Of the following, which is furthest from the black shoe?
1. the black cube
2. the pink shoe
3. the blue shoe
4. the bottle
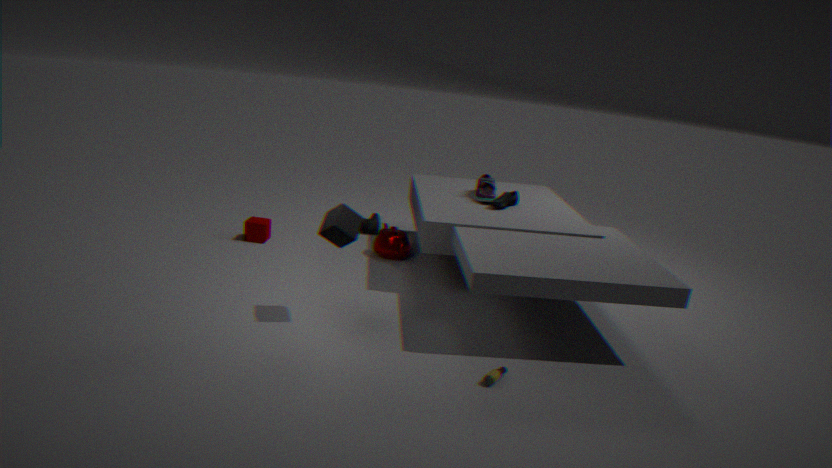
the bottle
